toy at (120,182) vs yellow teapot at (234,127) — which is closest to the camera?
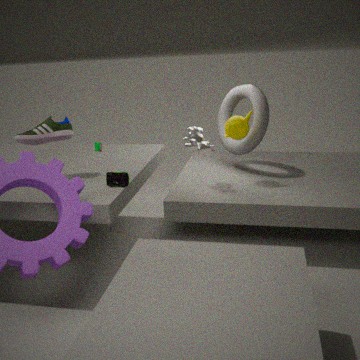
toy at (120,182)
